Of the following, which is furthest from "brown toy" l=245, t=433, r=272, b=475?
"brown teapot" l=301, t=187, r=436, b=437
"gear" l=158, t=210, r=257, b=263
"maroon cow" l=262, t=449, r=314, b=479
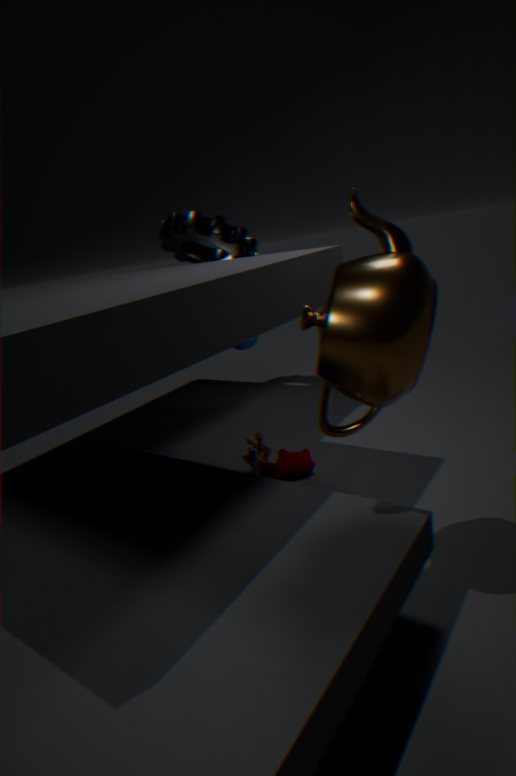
"gear" l=158, t=210, r=257, b=263
